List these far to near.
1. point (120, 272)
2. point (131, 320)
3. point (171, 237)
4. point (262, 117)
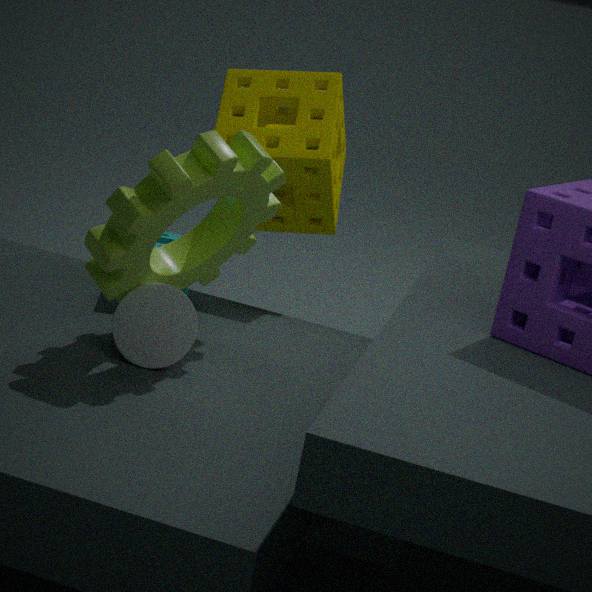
point (262, 117), point (171, 237), point (131, 320), point (120, 272)
